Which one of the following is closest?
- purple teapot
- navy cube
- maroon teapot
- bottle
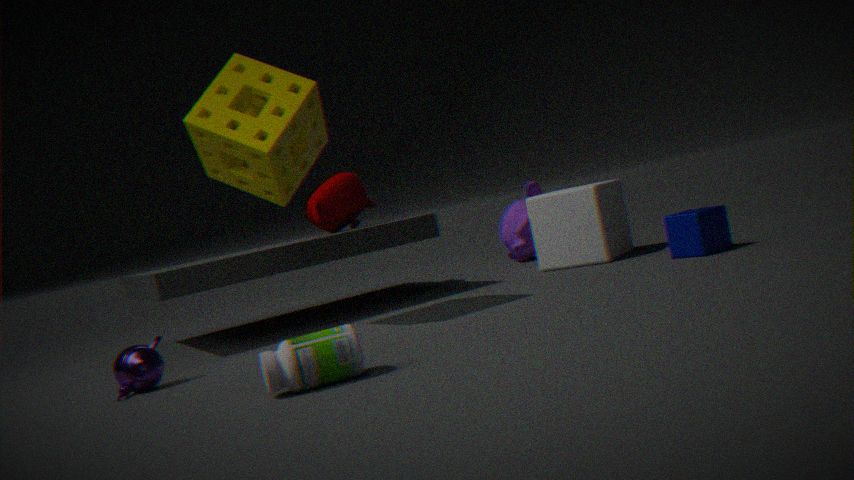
bottle
